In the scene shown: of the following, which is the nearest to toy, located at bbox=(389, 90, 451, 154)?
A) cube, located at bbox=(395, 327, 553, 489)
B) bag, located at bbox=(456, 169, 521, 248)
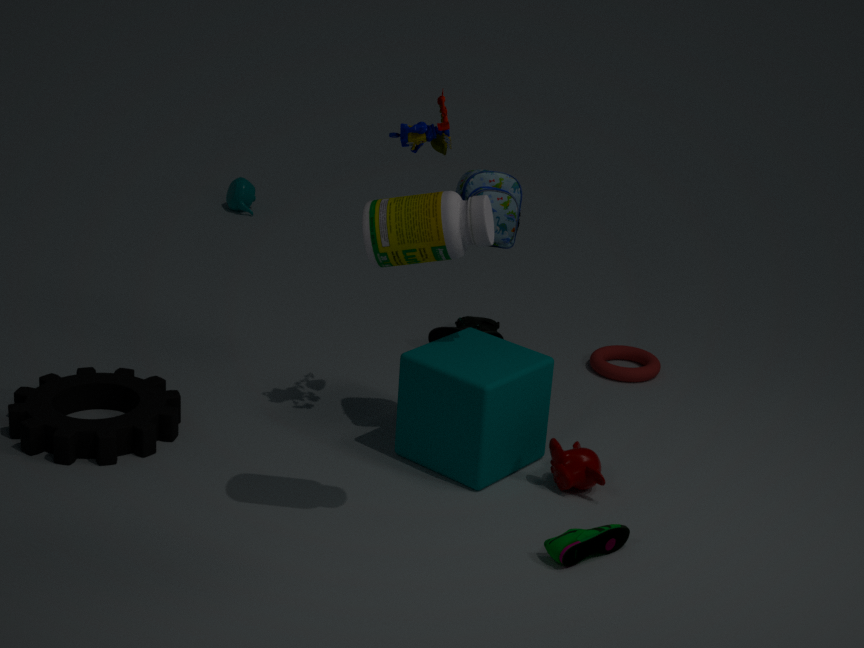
bag, located at bbox=(456, 169, 521, 248)
